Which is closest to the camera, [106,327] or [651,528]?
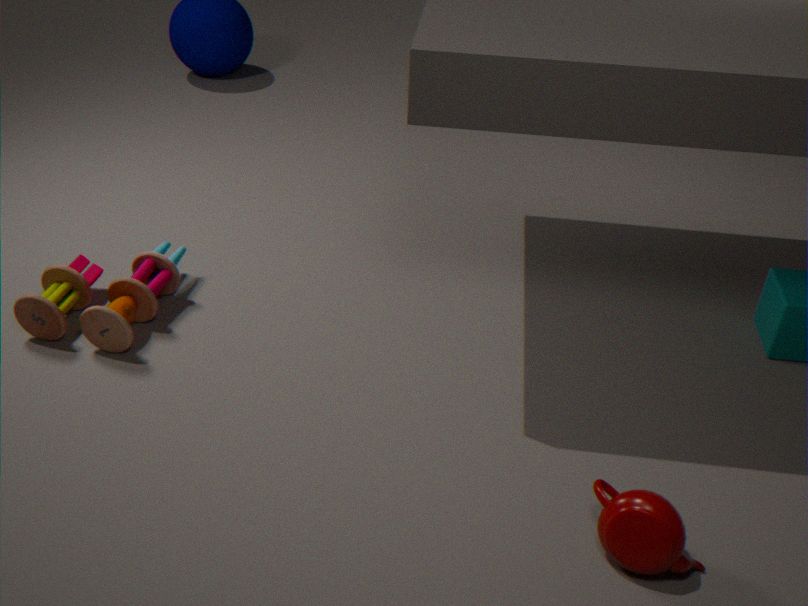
[651,528]
